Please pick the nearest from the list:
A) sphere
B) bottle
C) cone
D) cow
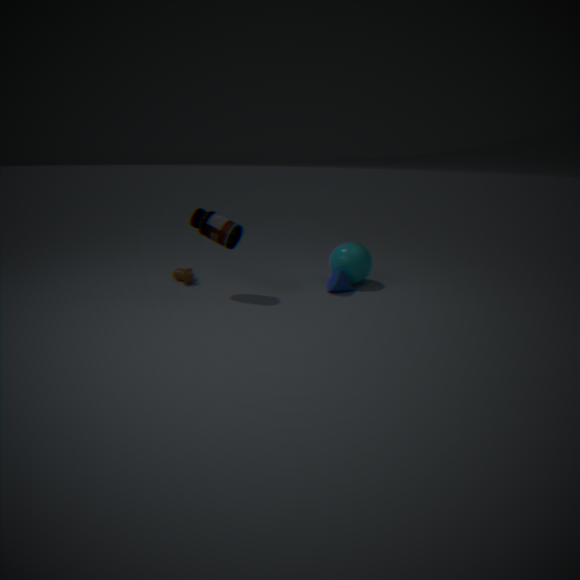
bottle
